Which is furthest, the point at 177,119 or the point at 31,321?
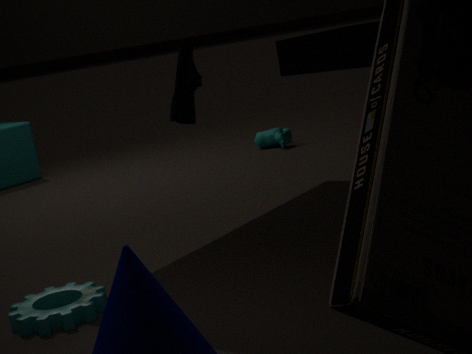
the point at 177,119
